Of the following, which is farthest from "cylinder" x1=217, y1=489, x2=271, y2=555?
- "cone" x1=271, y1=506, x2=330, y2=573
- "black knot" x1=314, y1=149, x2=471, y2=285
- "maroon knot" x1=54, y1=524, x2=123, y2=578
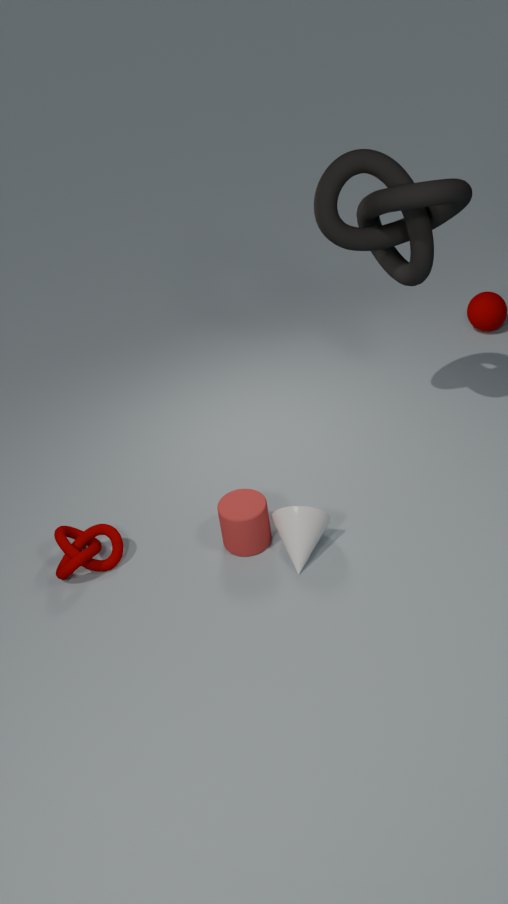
"black knot" x1=314, y1=149, x2=471, y2=285
